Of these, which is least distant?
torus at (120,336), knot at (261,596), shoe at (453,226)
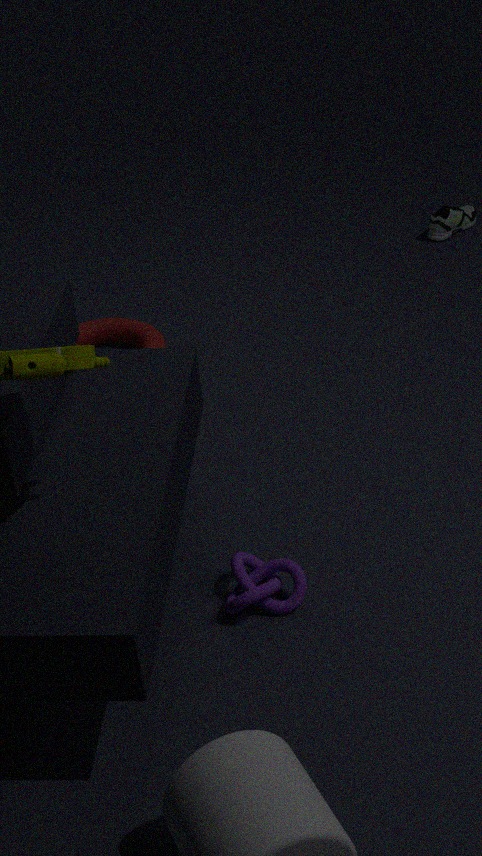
knot at (261,596)
